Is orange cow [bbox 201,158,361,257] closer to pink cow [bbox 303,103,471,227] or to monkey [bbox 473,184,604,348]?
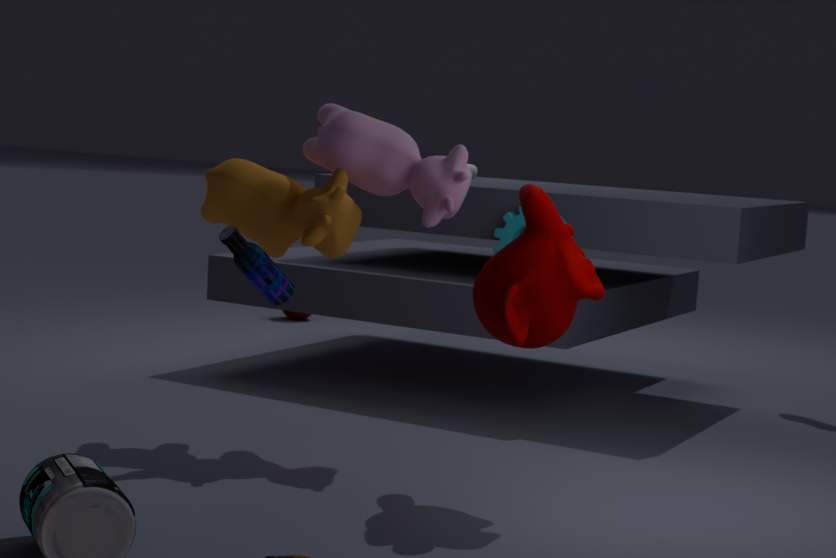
pink cow [bbox 303,103,471,227]
